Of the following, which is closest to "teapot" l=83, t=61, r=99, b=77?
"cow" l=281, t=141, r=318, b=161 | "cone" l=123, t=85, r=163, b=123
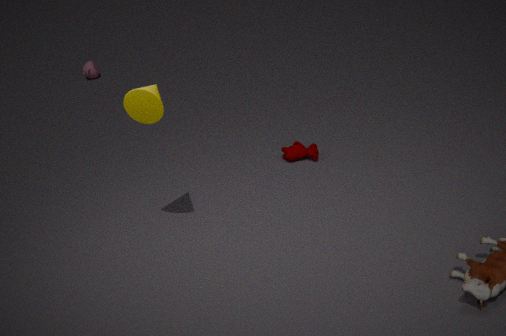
"cow" l=281, t=141, r=318, b=161
